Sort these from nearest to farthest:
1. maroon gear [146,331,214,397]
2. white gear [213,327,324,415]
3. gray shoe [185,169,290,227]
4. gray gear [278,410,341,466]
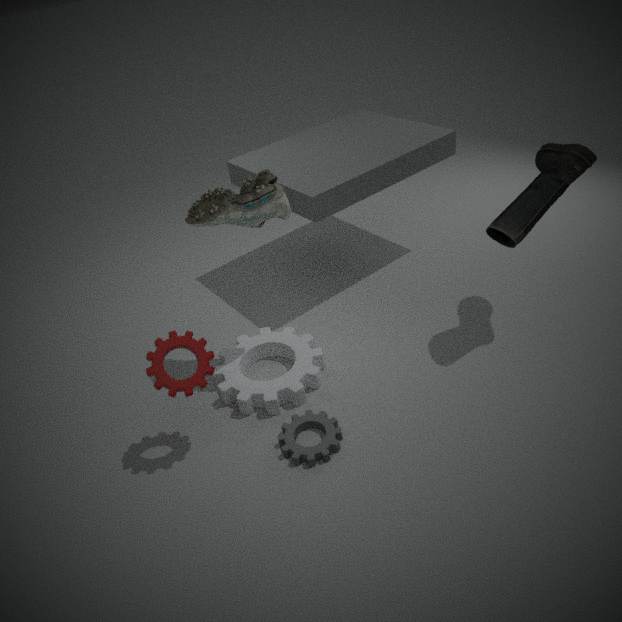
1. maroon gear [146,331,214,397]
2. gray gear [278,410,341,466]
3. gray shoe [185,169,290,227]
4. white gear [213,327,324,415]
